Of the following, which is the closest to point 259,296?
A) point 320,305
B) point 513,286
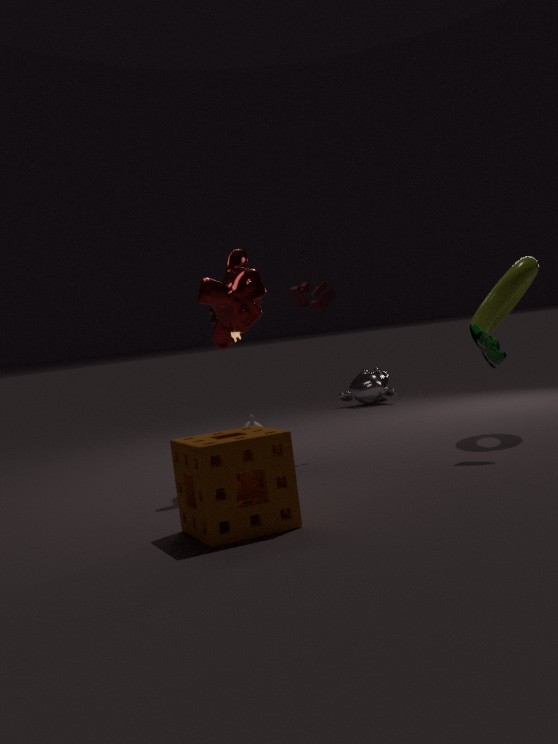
point 320,305
